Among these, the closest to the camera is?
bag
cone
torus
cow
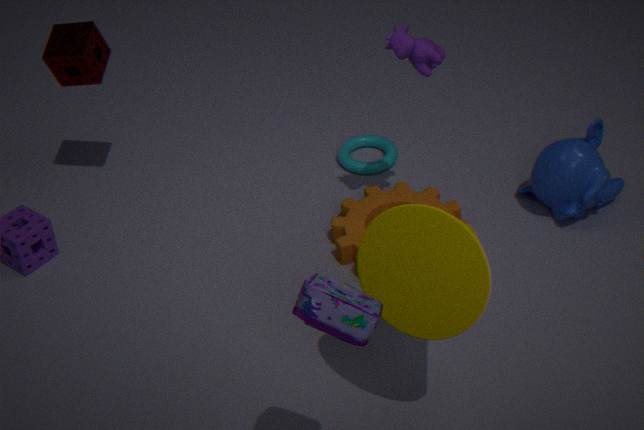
bag
